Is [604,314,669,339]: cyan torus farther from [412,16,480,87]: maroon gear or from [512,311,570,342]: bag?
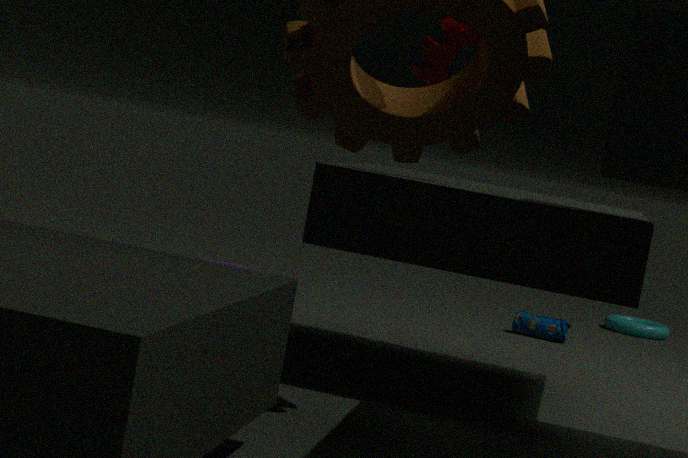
[412,16,480,87]: maroon gear
